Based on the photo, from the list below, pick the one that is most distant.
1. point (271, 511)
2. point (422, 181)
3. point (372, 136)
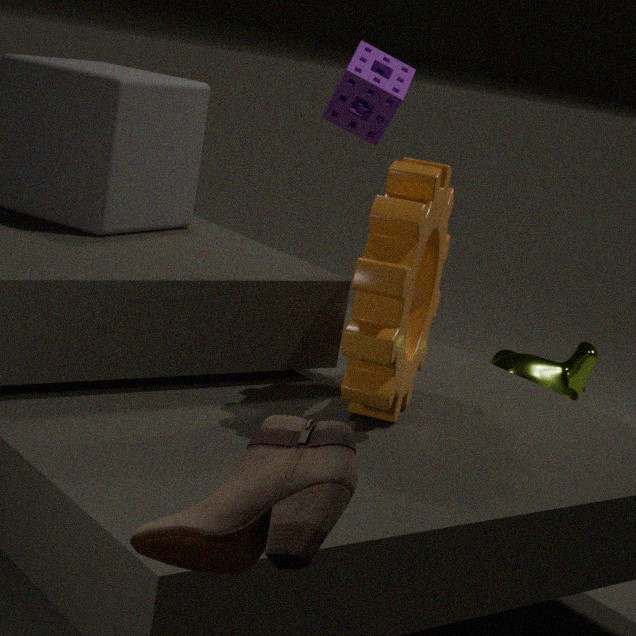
point (372, 136)
